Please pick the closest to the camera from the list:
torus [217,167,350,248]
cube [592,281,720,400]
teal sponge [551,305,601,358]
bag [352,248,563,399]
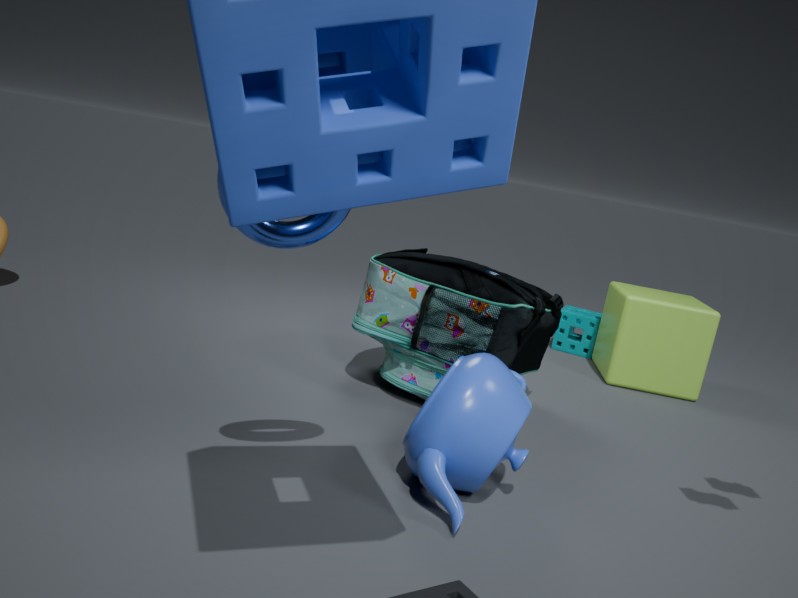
torus [217,167,350,248]
